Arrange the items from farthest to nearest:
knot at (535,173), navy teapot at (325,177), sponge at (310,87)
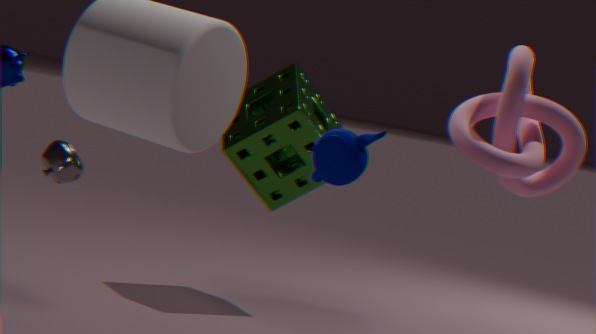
1. sponge at (310,87)
2. knot at (535,173)
3. navy teapot at (325,177)
